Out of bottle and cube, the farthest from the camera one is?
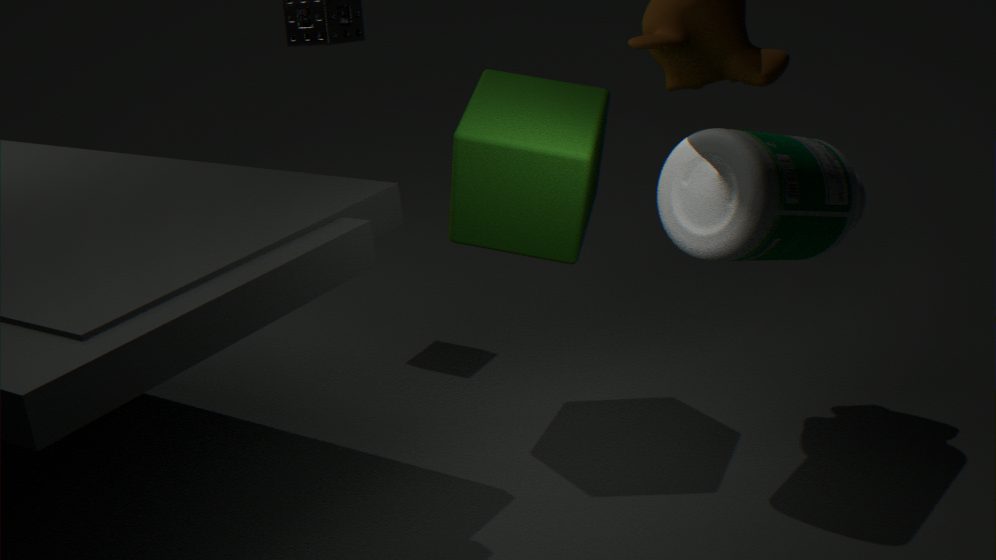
cube
